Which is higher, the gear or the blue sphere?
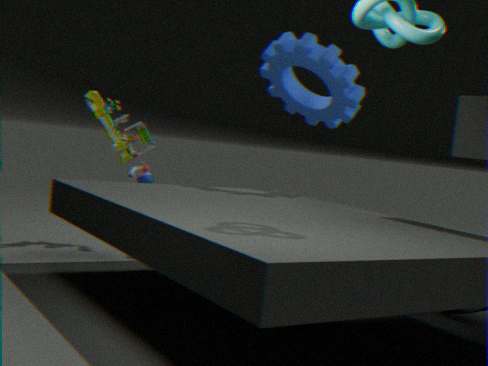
the gear
